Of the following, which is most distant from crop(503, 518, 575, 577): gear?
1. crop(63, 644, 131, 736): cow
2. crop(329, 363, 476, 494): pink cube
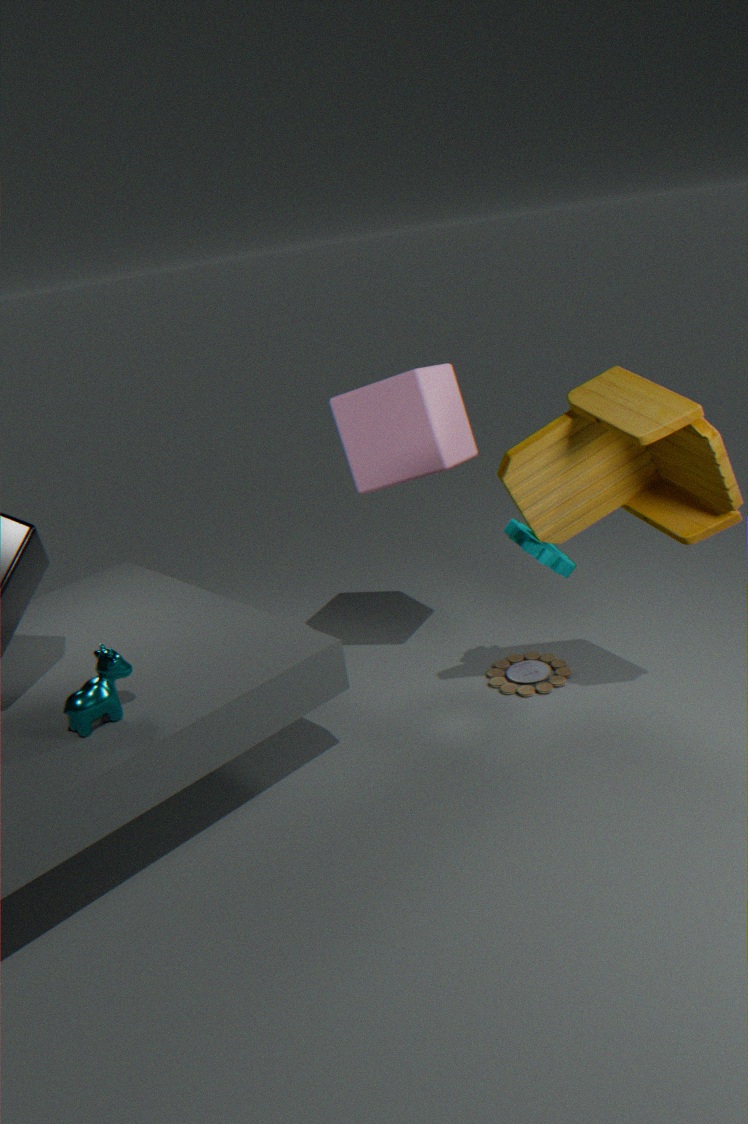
crop(63, 644, 131, 736): cow
